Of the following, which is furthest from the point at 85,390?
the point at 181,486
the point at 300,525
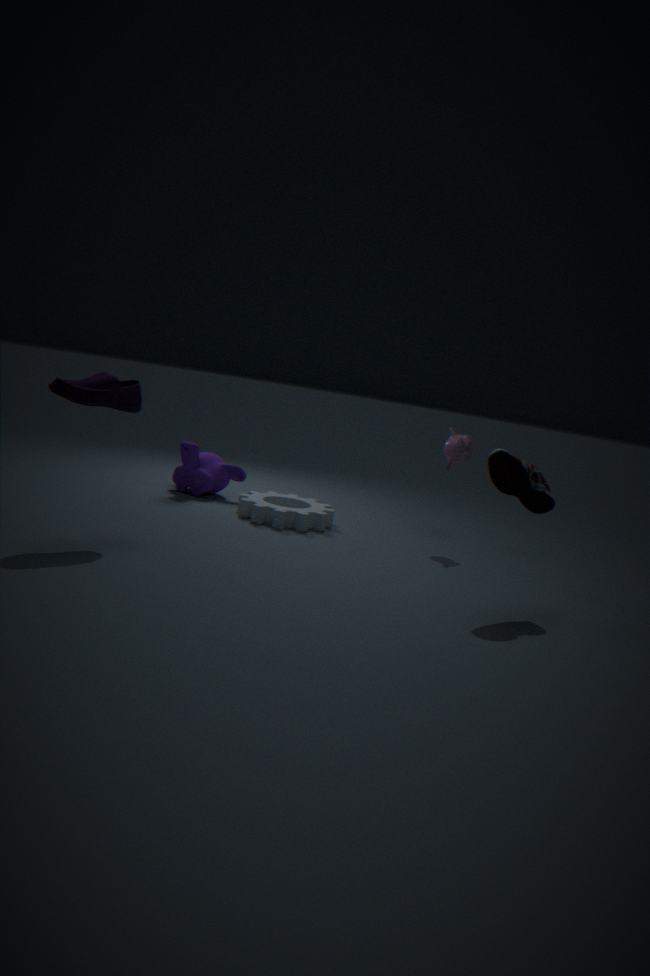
the point at 181,486
